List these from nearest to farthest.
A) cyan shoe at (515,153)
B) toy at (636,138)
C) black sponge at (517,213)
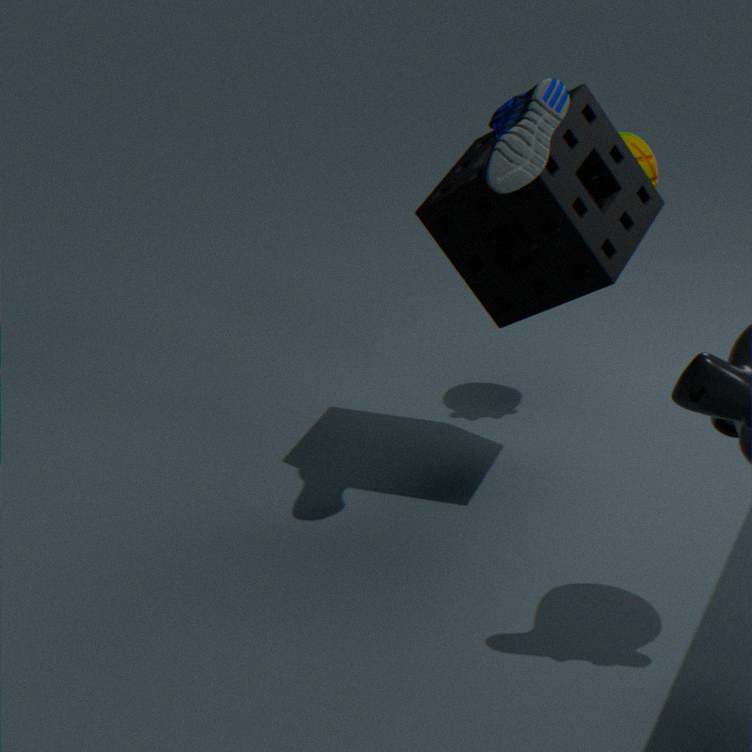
cyan shoe at (515,153)
black sponge at (517,213)
toy at (636,138)
